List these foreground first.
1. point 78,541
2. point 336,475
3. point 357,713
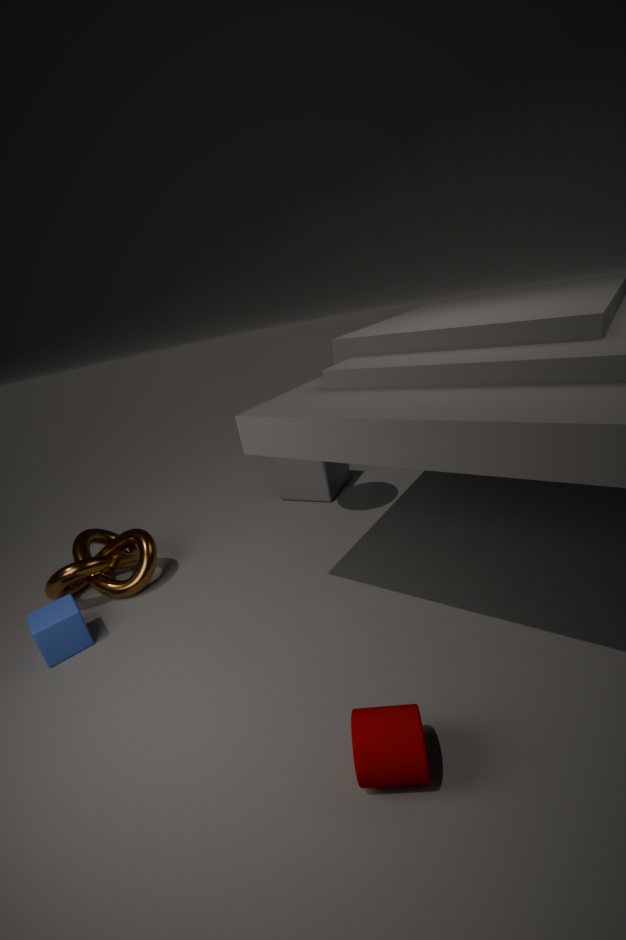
point 357,713, point 78,541, point 336,475
